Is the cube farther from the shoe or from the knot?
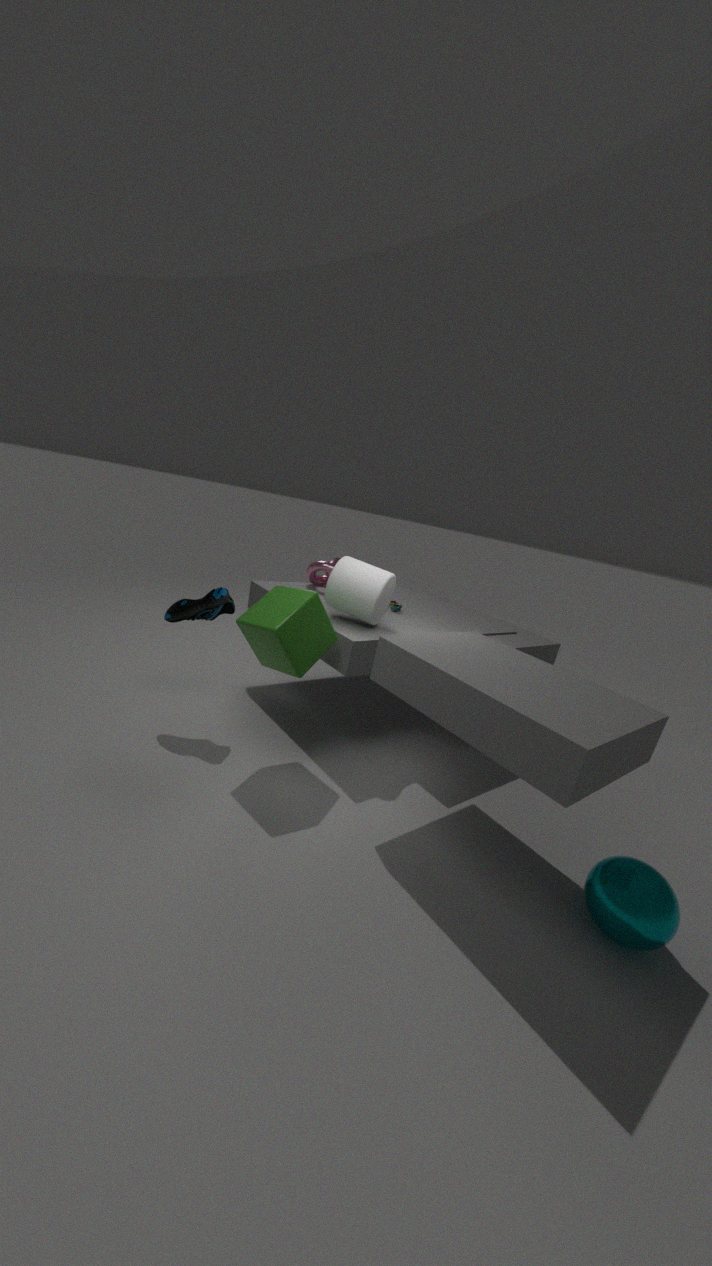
the knot
